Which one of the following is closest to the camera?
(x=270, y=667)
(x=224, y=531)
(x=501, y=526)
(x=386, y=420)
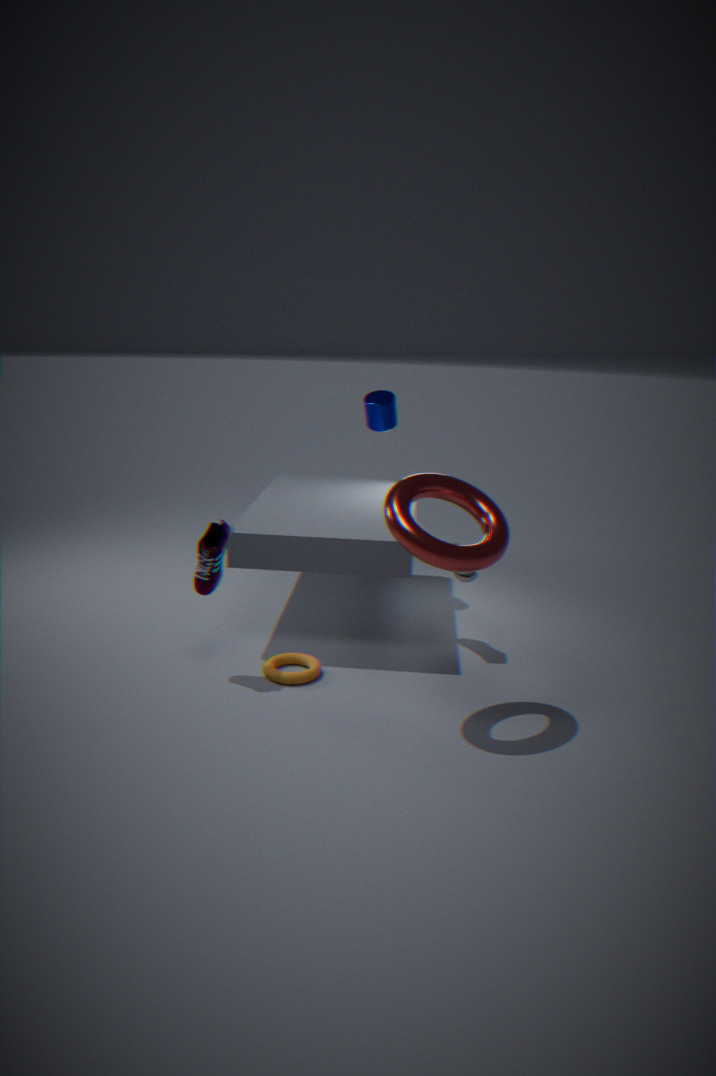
(x=501, y=526)
